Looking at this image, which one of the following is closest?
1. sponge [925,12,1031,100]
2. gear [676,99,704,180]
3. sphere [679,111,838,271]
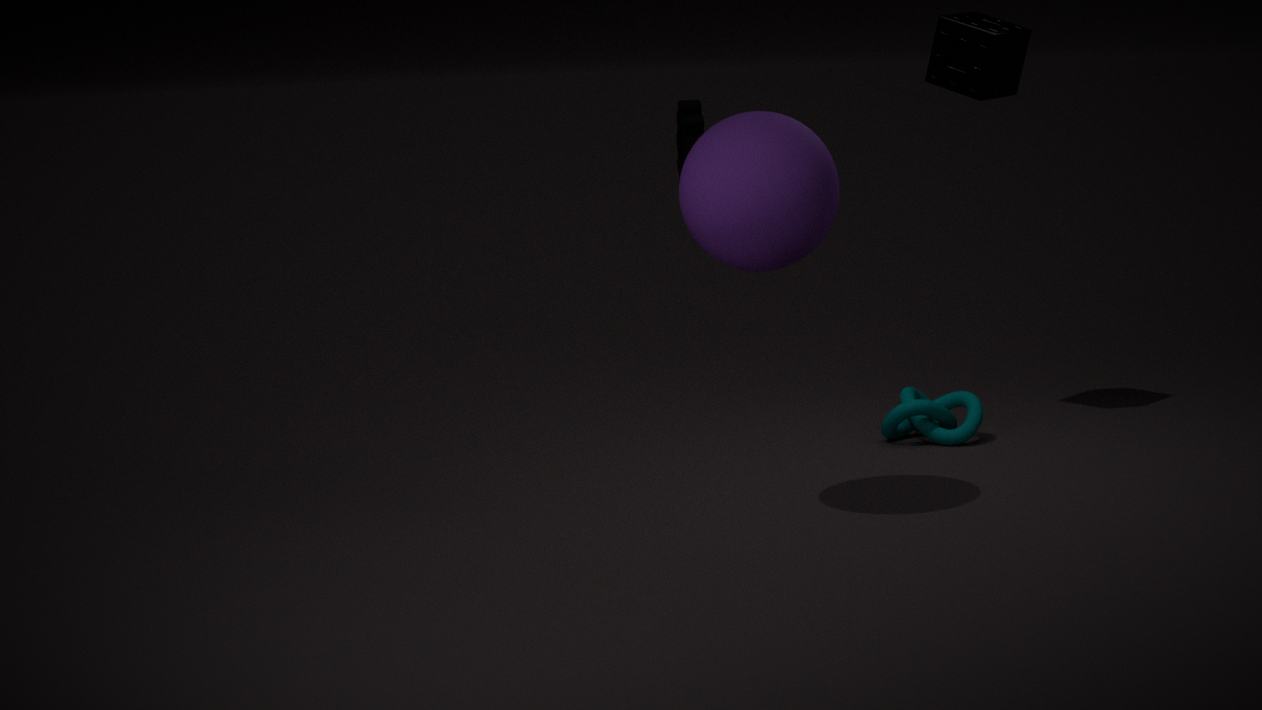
sphere [679,111,838,271]
